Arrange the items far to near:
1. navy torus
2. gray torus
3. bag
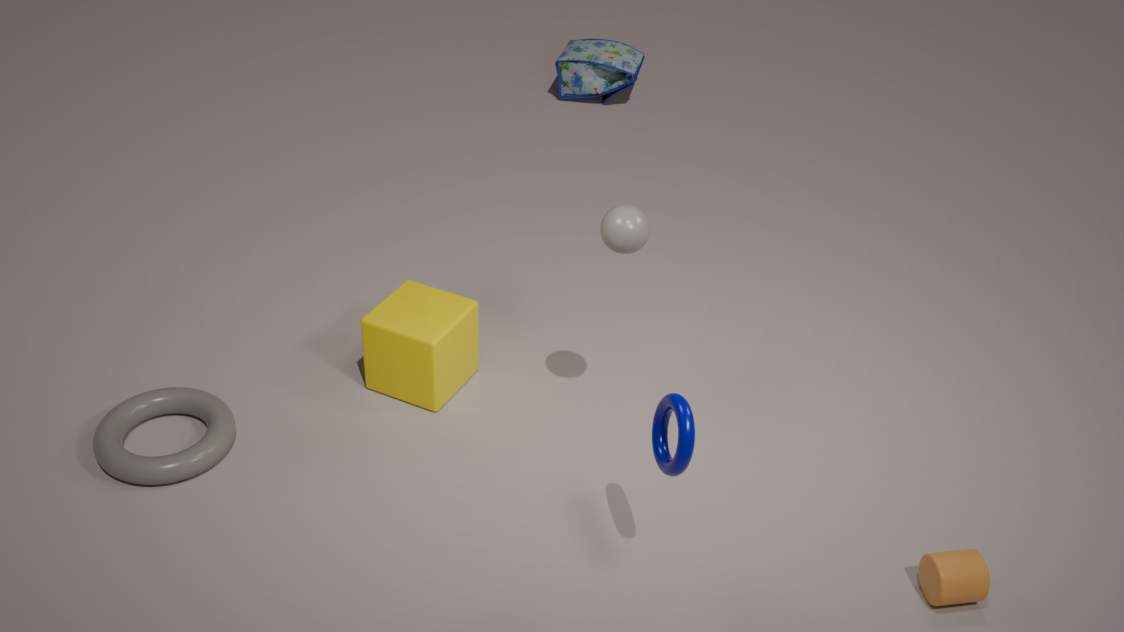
bag < gray torus < navy torus
